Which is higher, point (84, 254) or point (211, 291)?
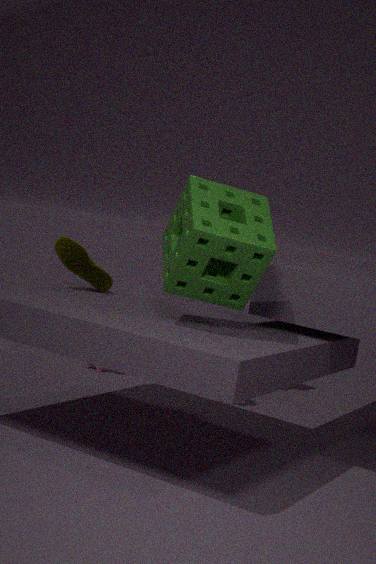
point (211, 291)
